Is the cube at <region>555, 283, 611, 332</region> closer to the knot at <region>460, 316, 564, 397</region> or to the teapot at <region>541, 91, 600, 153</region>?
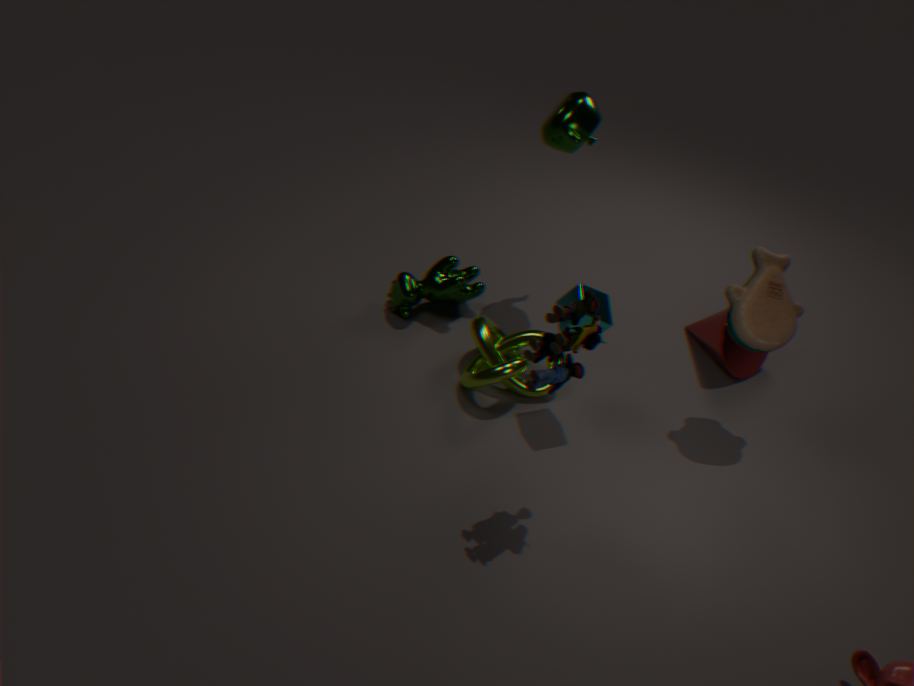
the knot at <region>460, 316, 564, 397</region>
